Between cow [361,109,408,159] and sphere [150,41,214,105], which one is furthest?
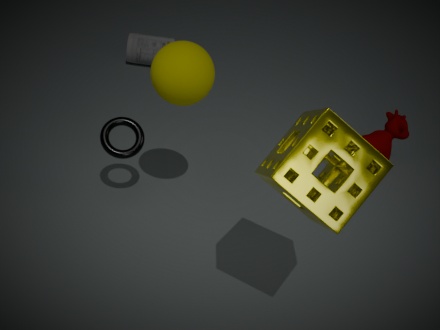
cow [361,109,408,159]
